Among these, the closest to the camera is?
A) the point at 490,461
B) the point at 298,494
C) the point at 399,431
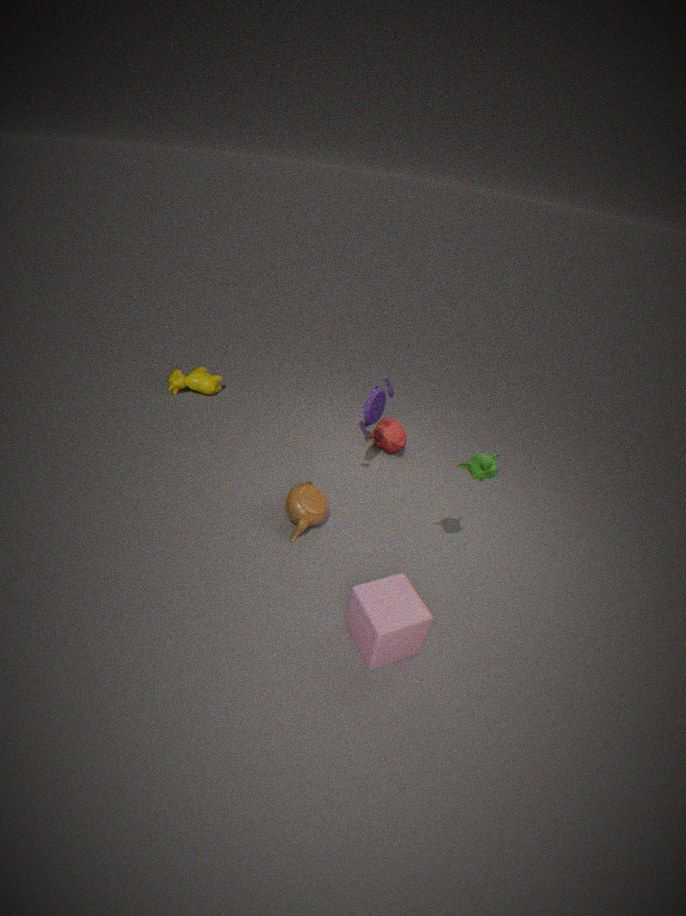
A. the point at 490,461
